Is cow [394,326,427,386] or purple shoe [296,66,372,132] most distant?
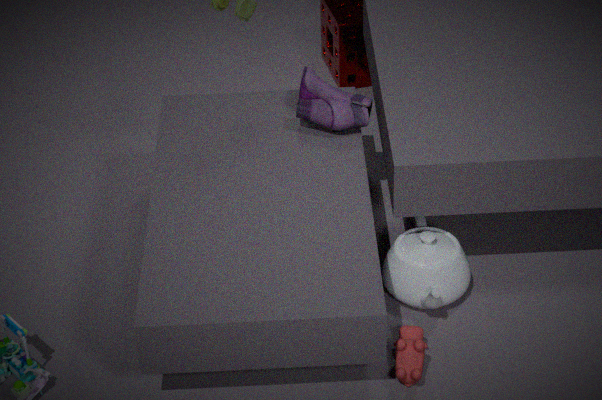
purple shoe [296,66,372,132]
